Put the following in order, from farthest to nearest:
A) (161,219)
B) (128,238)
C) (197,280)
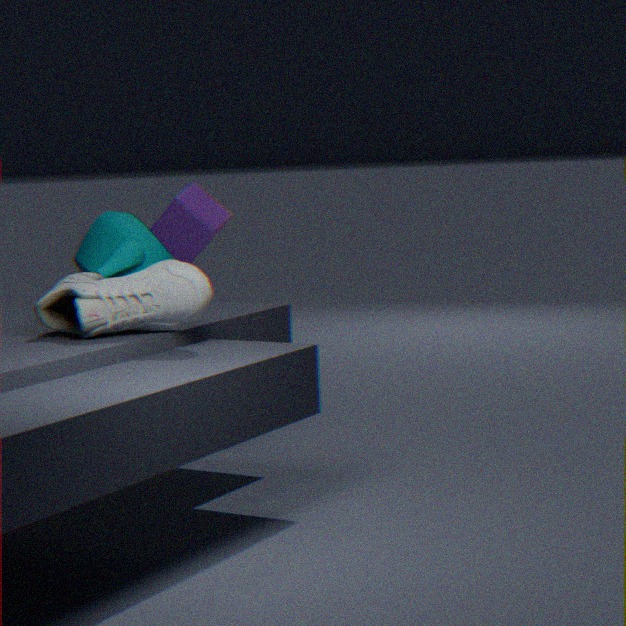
(161,219), (128,238), (197,280)
